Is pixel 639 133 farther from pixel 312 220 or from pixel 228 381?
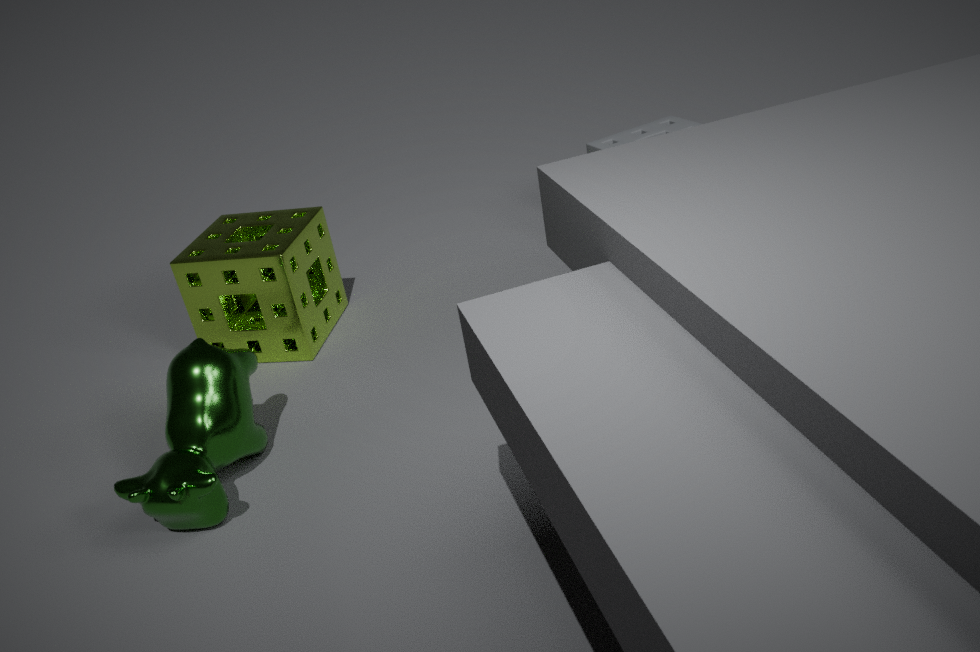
pixel 228 381
